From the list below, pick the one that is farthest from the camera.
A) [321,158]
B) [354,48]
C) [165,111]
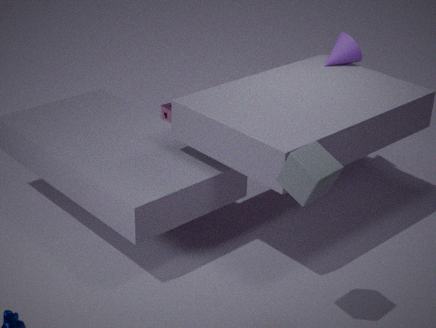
[165,111]
